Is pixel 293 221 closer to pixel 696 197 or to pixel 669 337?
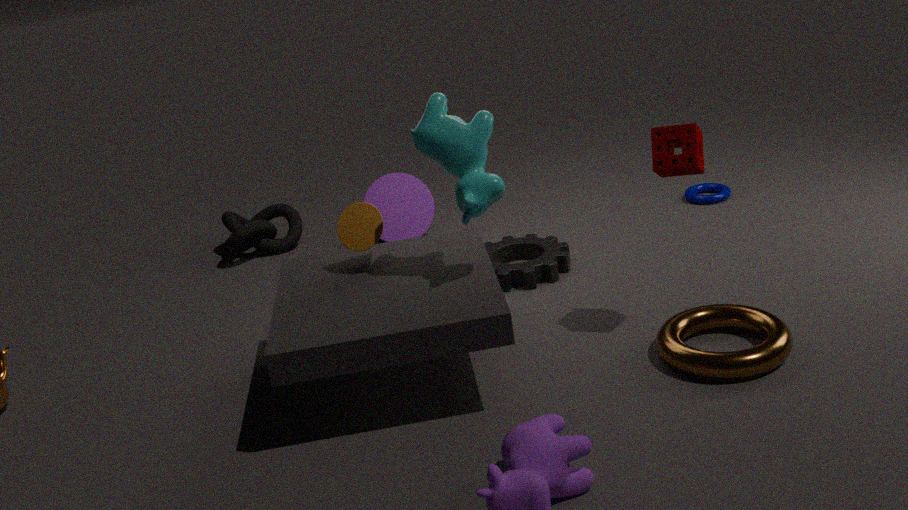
pixel 696 197
